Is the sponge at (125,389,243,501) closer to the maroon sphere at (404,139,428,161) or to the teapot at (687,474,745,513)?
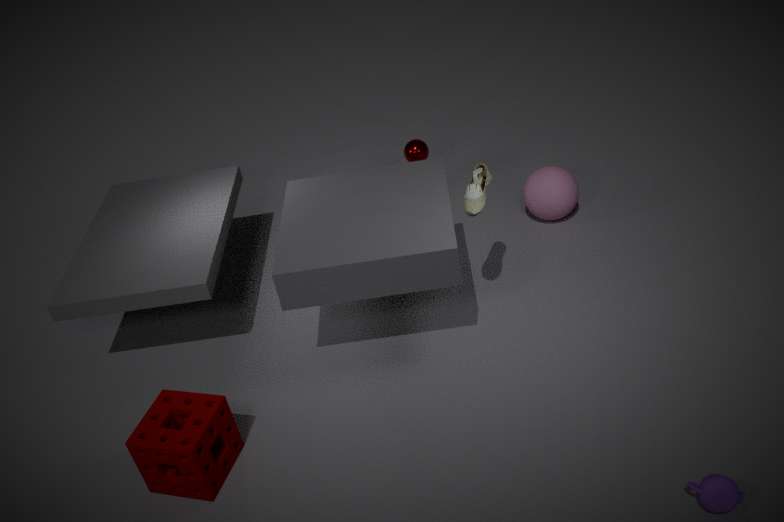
the teapot at (687,474,745,513)
